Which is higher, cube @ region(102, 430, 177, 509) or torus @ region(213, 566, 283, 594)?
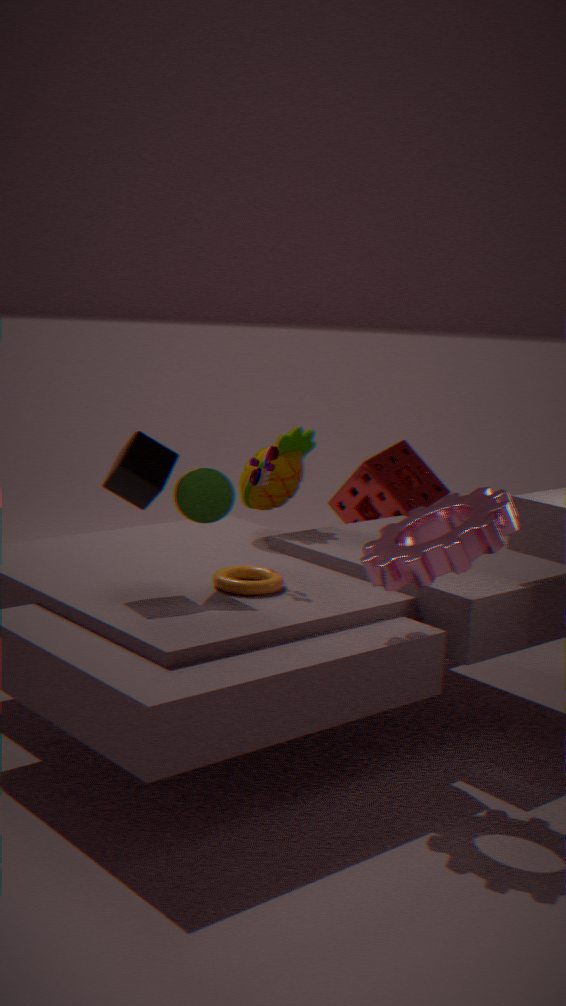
cube @ region(102, 430, 177, 509)
